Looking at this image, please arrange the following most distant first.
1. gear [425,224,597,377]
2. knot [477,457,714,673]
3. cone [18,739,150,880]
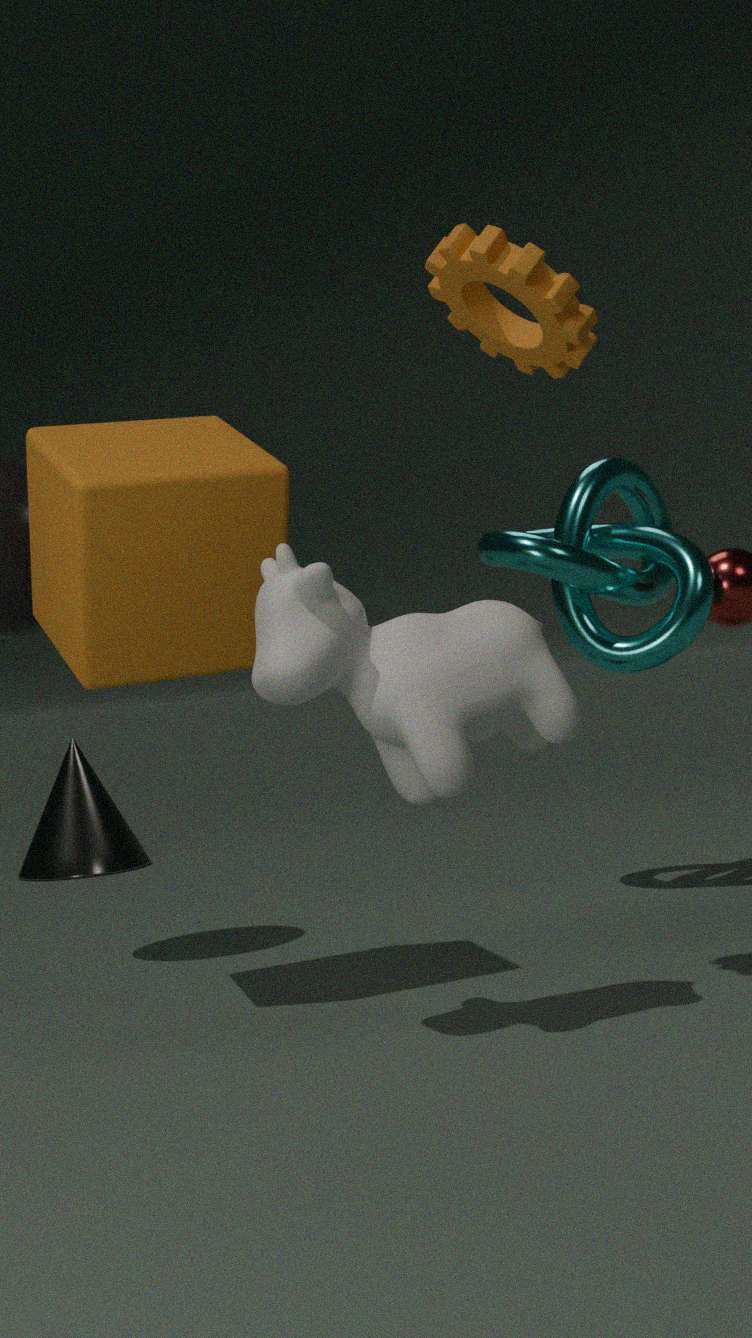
1. cone [18,739,150,880]
2. knot [477,457,714,673]
3. gear [425,224,597,377]
